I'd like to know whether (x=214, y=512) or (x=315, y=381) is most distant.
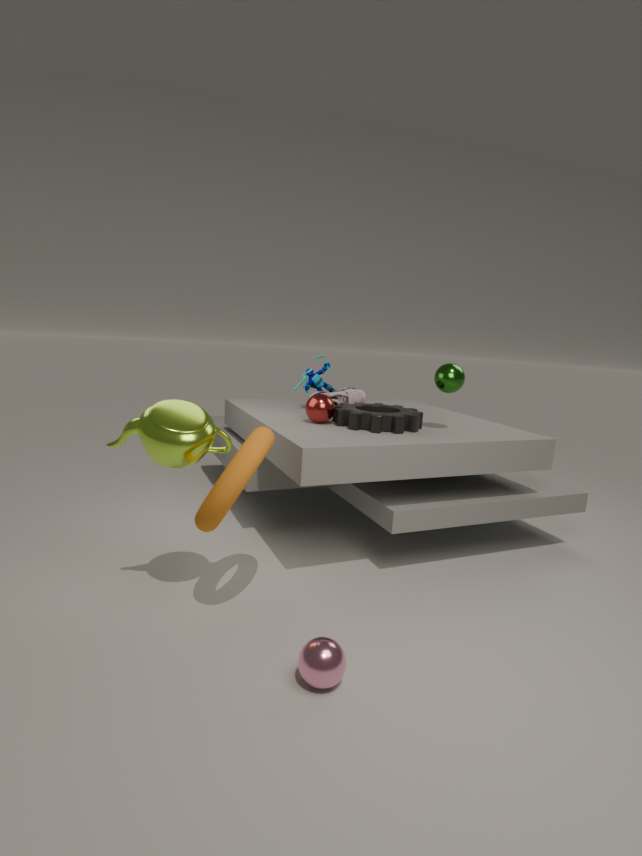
(x=315, y=381)
